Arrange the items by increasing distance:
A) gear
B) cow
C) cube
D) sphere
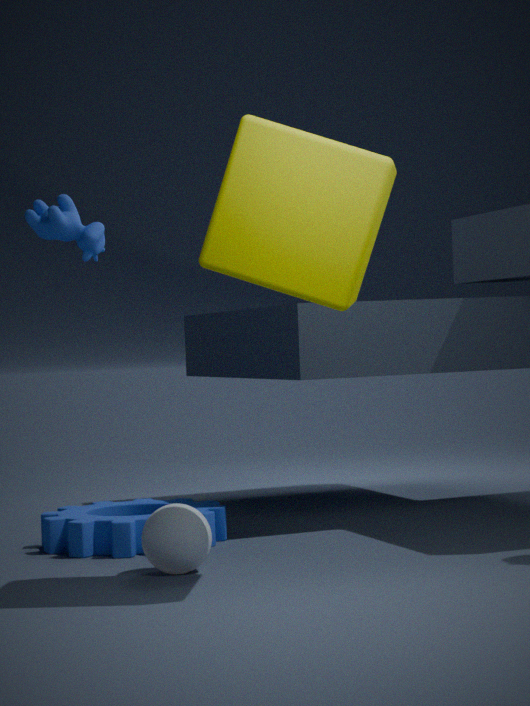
C. cube < D. sphere < A. gear < B. cow
